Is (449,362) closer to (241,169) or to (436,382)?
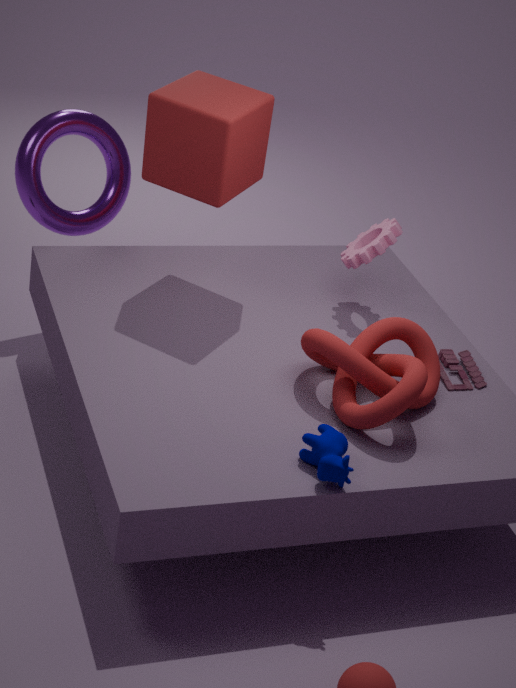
(436,382)
